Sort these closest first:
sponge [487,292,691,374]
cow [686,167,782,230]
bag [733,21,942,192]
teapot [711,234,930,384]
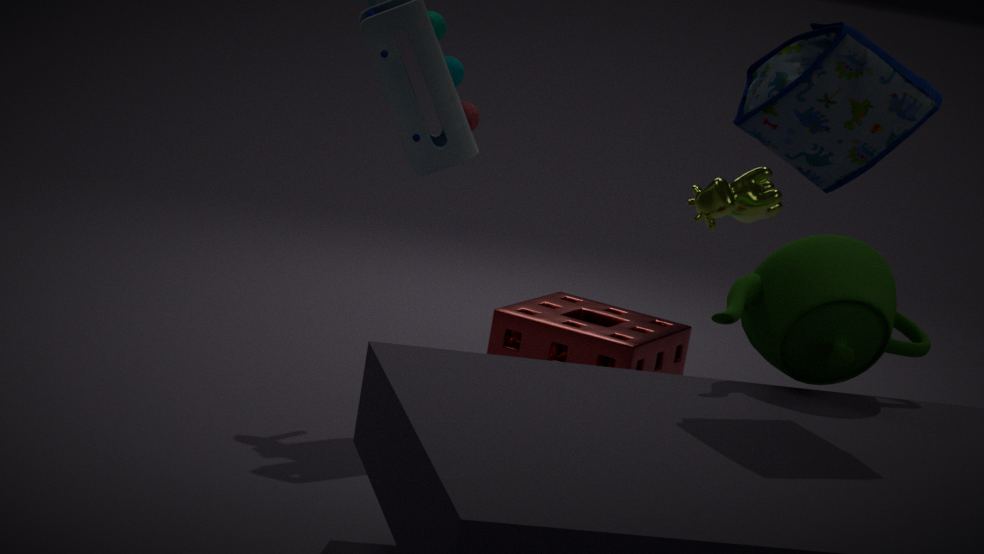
bag [733,21,942,192]
teapot [711,234,930,384]
sponge [487,292,691,374]
cow [686,167,782,230]
